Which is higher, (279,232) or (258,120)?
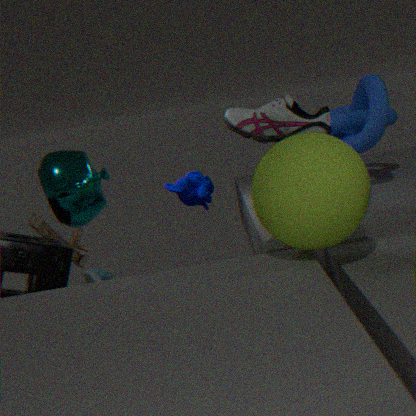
(258,120)
